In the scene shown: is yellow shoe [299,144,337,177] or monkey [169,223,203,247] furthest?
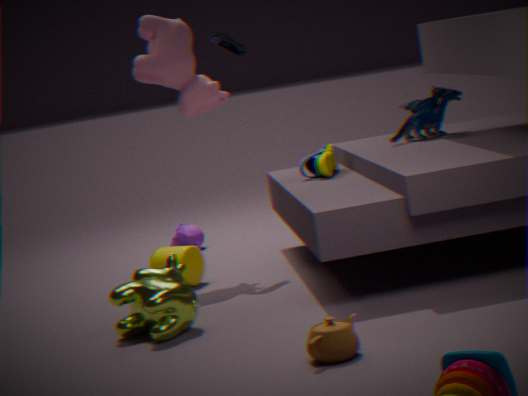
monkey [169,223,203,247]
